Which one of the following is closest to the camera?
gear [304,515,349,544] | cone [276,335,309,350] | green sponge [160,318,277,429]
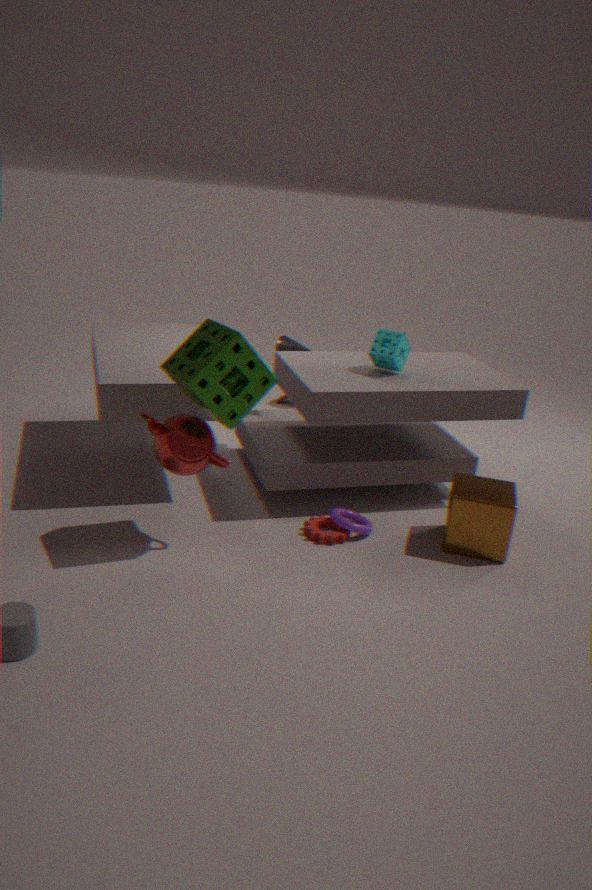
green sponge [160,318,277,429]
